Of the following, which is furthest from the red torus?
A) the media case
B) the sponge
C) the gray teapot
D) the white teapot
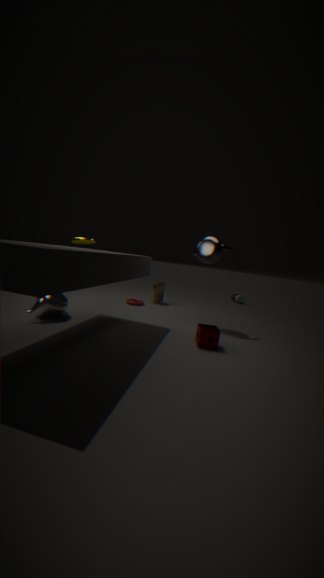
the sponge
